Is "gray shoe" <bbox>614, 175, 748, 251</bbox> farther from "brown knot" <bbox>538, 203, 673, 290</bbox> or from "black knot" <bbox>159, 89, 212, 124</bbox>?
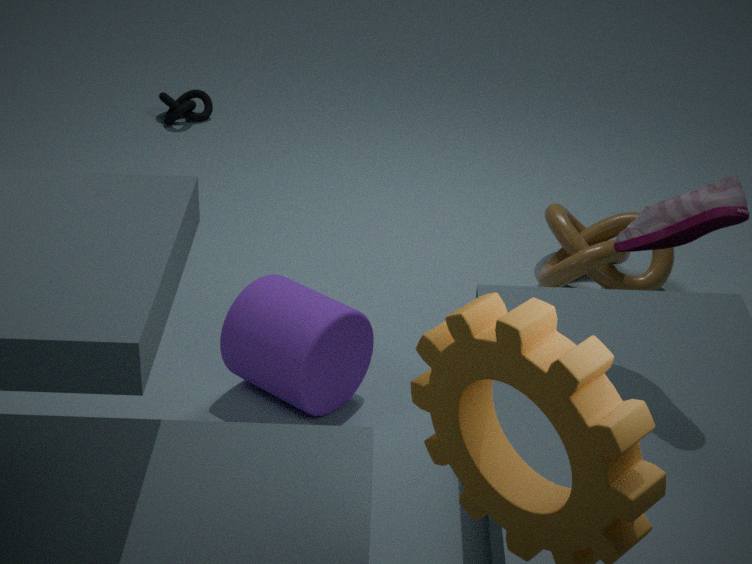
"black knot" <bbox>159, 89, 212, 124</bbox>
